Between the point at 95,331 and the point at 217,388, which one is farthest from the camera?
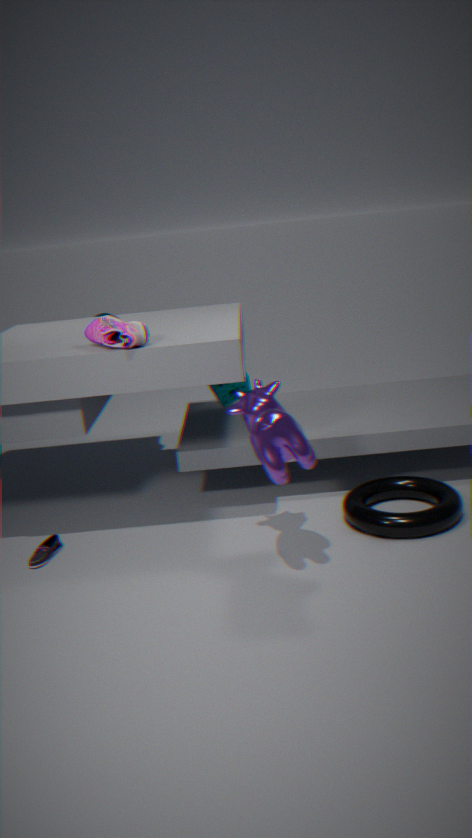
the point at 217,388
